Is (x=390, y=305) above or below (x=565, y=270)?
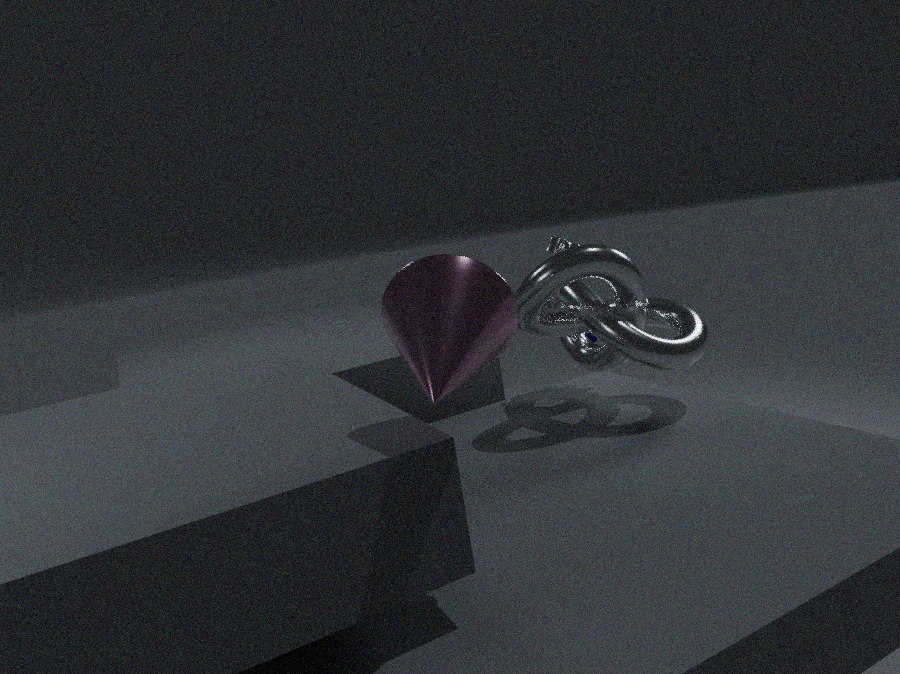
above
